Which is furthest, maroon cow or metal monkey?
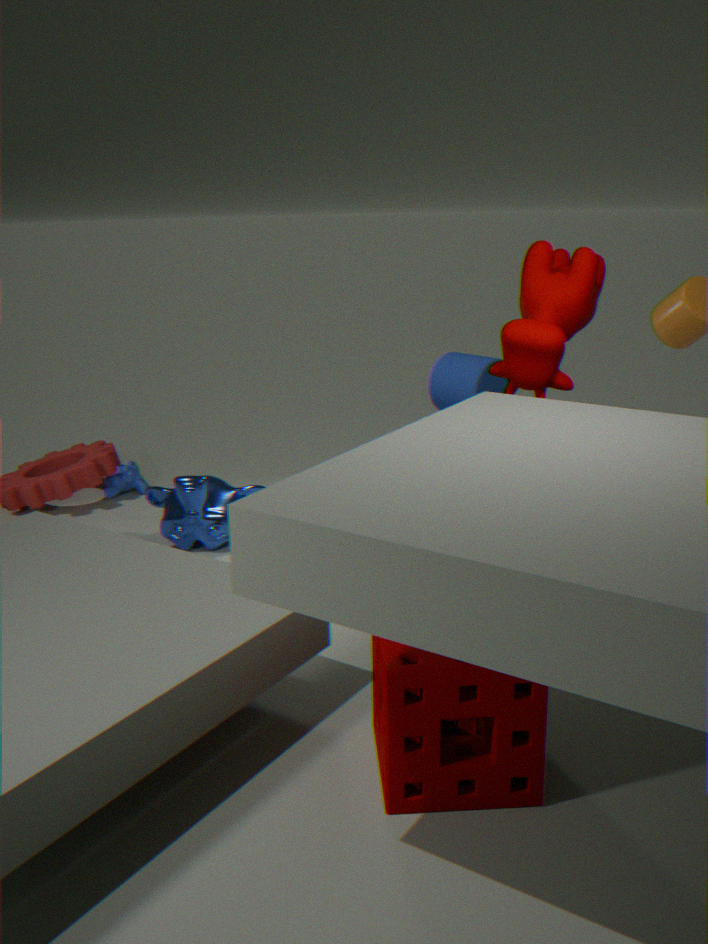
metal monkey
